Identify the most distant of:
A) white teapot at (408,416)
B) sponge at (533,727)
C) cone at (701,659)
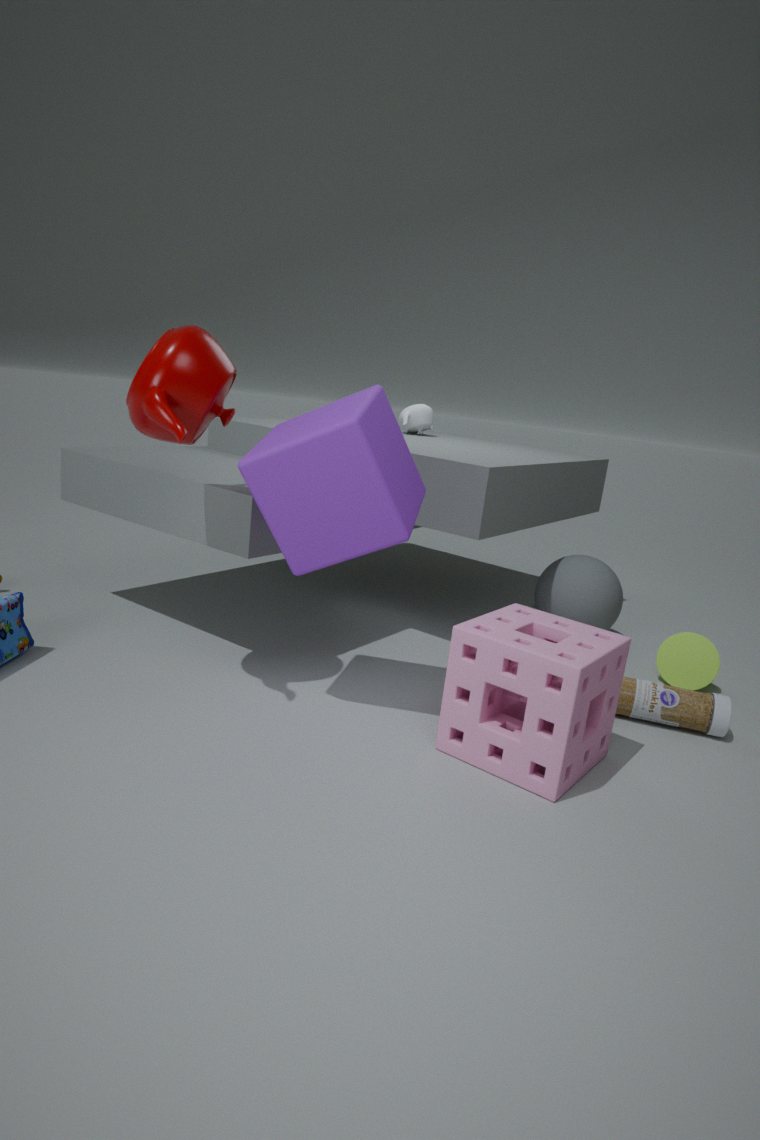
white teapot at (408,416)
